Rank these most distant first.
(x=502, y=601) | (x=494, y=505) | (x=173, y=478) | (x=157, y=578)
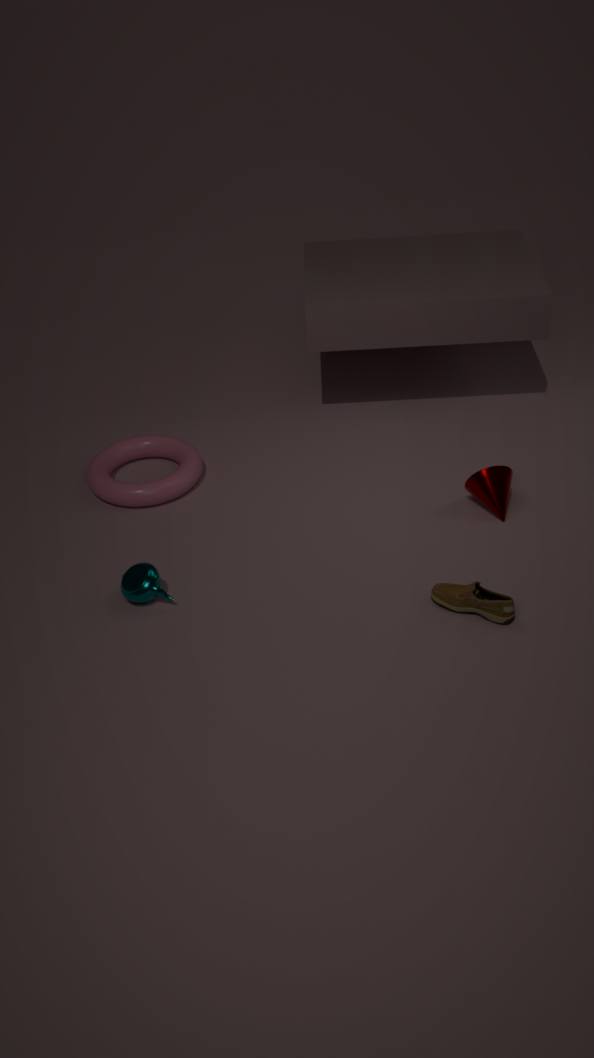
1. (x=173, y=478)
2. (x=494, y=505)
3. (x=157, y=578)
4. (x=502, y=601)
